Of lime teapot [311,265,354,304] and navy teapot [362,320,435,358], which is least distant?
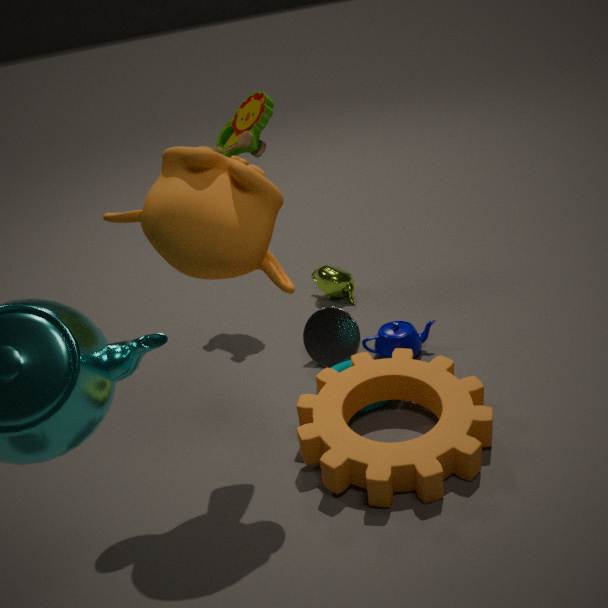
navy teapot [362,320,435,358]
